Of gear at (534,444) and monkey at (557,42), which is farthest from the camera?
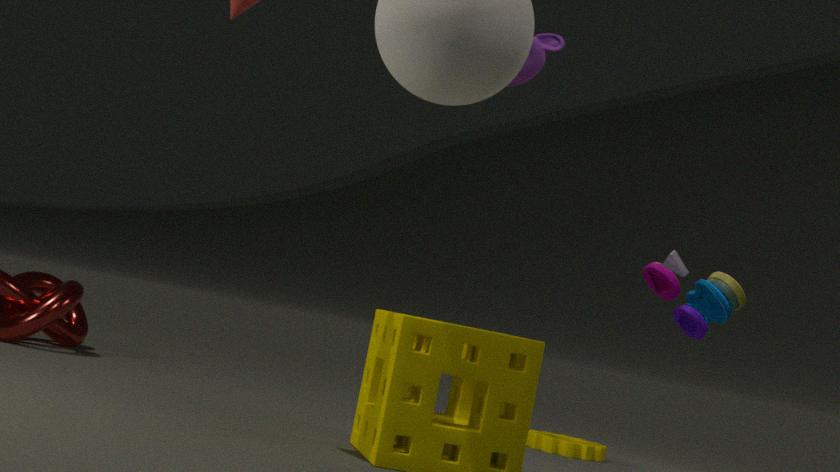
gear at (534,444)
